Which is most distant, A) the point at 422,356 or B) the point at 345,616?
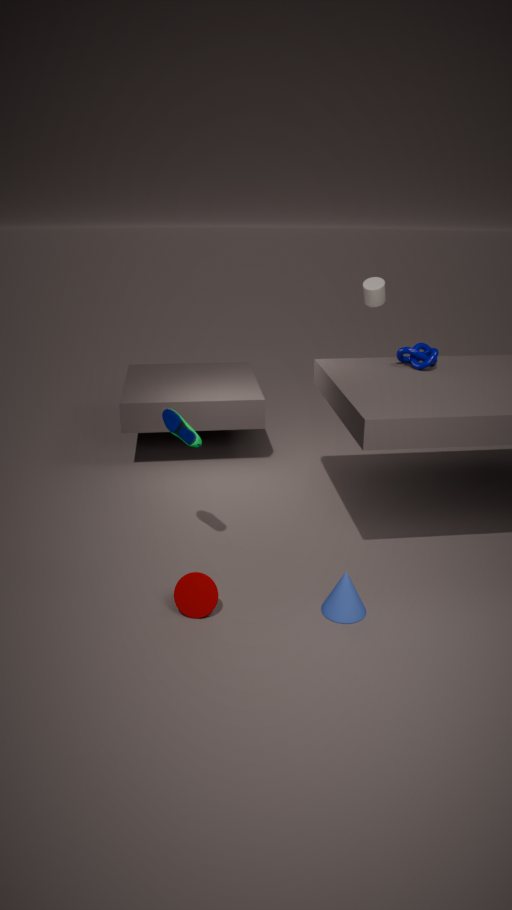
A. the point at 422,356
